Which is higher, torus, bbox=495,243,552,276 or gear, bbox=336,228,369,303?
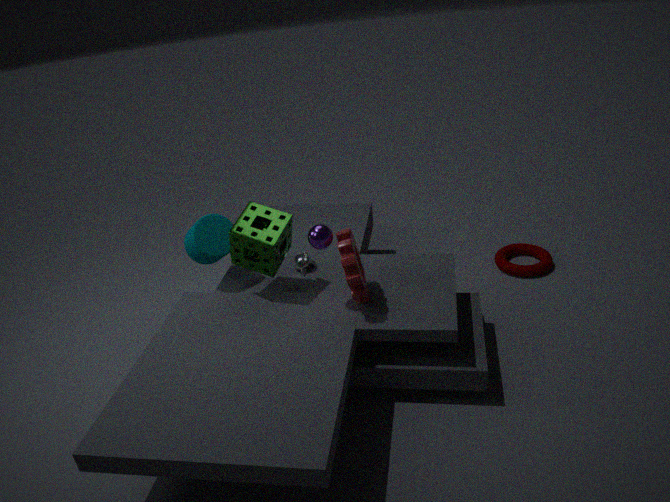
gear, bbox=336,228,369,303
